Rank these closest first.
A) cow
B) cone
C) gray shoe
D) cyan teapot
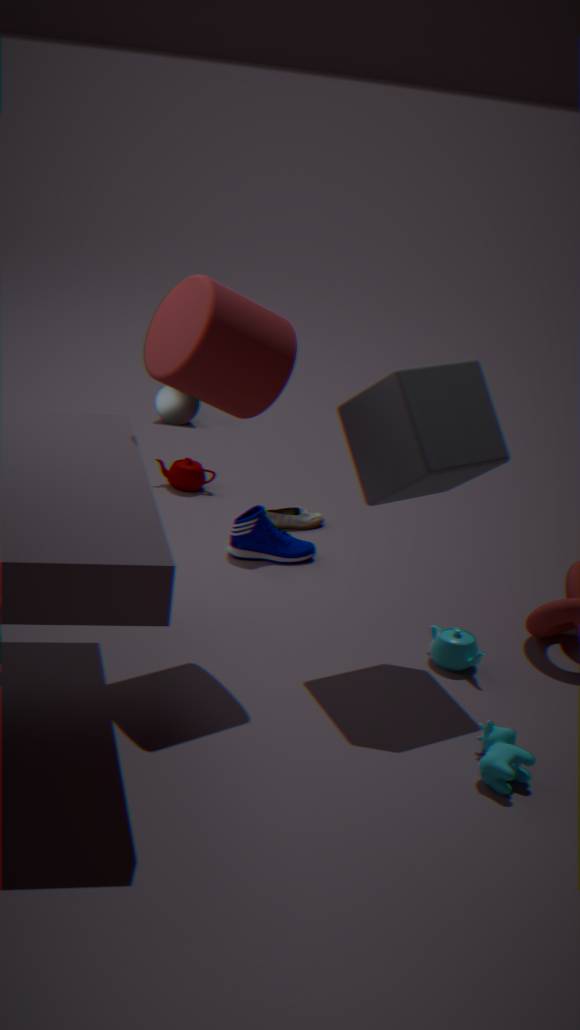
cow, cyan teapot, gray shoe, cone
